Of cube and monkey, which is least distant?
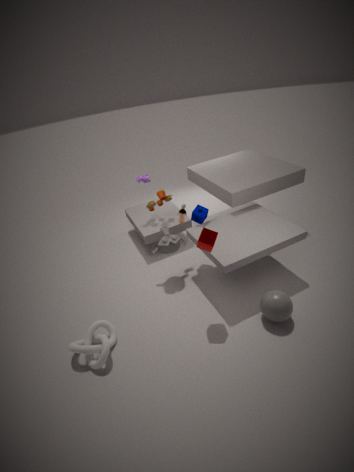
cube
